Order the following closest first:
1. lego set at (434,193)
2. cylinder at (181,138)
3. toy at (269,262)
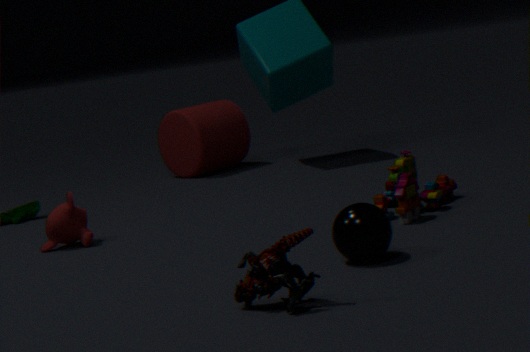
1. toy at (269,262)
2. lego set at (434,193)
3. cylinder at (181,138)
